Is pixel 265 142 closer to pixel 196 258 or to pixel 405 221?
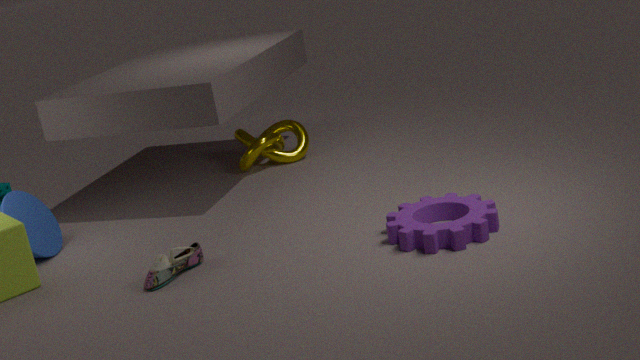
pixel 196 258
